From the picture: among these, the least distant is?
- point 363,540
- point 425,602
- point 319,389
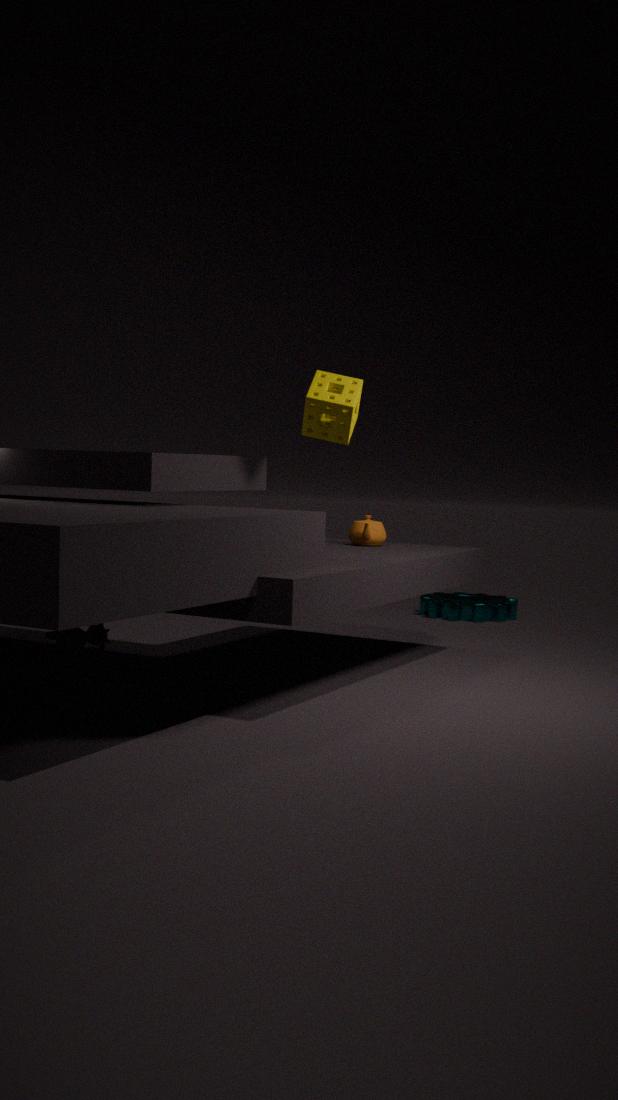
point 319,389
